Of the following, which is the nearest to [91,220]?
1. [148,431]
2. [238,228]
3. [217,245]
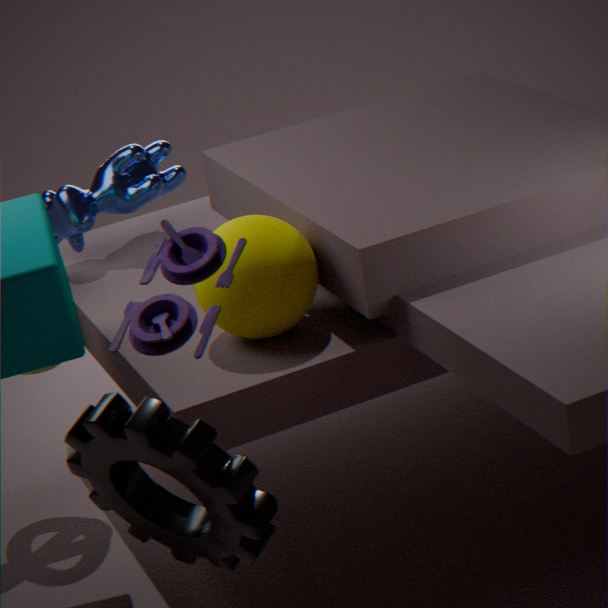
[238,228]
